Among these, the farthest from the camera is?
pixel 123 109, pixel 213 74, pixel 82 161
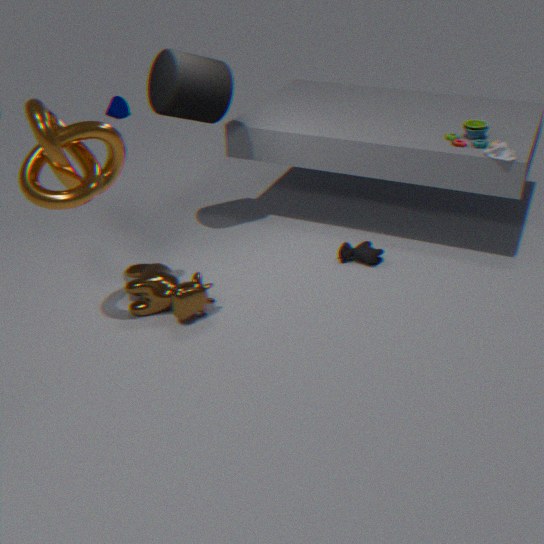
pixel 123 109
